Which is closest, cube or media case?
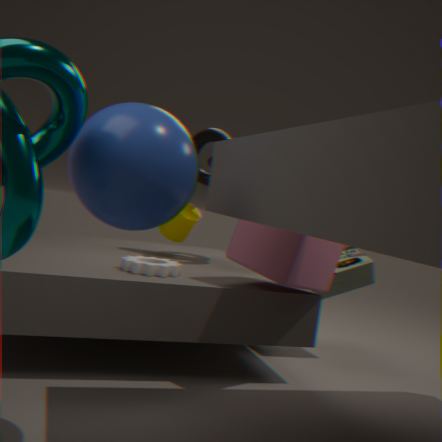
cube
